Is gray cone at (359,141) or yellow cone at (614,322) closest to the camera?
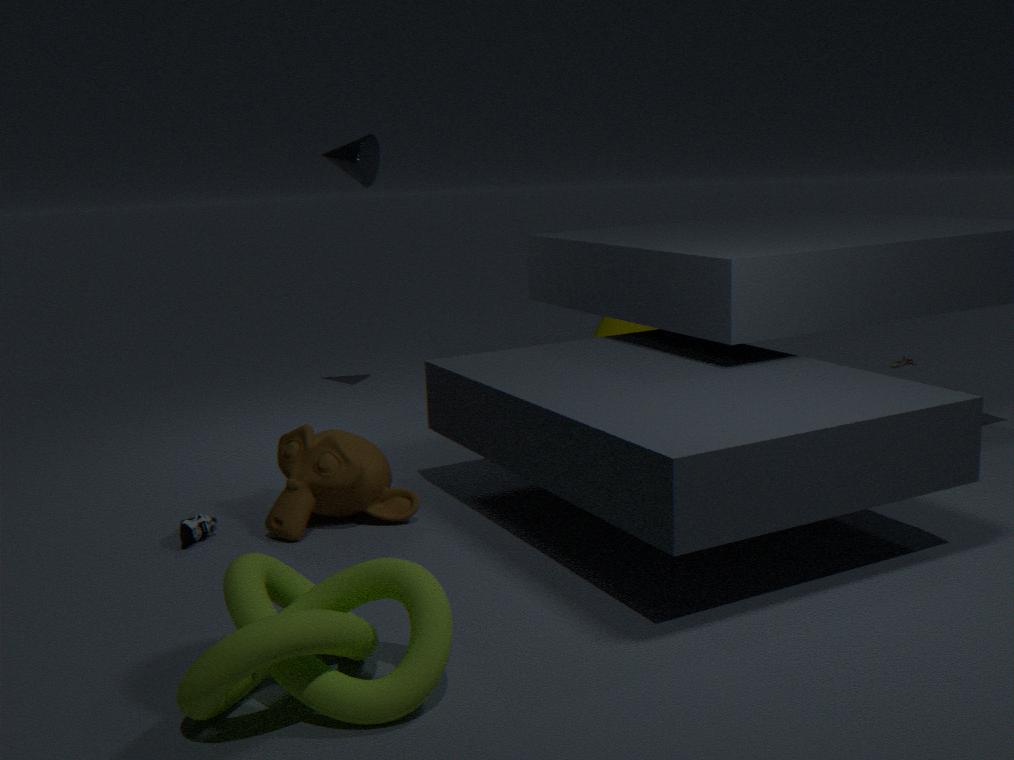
gray cone at (359,141)
